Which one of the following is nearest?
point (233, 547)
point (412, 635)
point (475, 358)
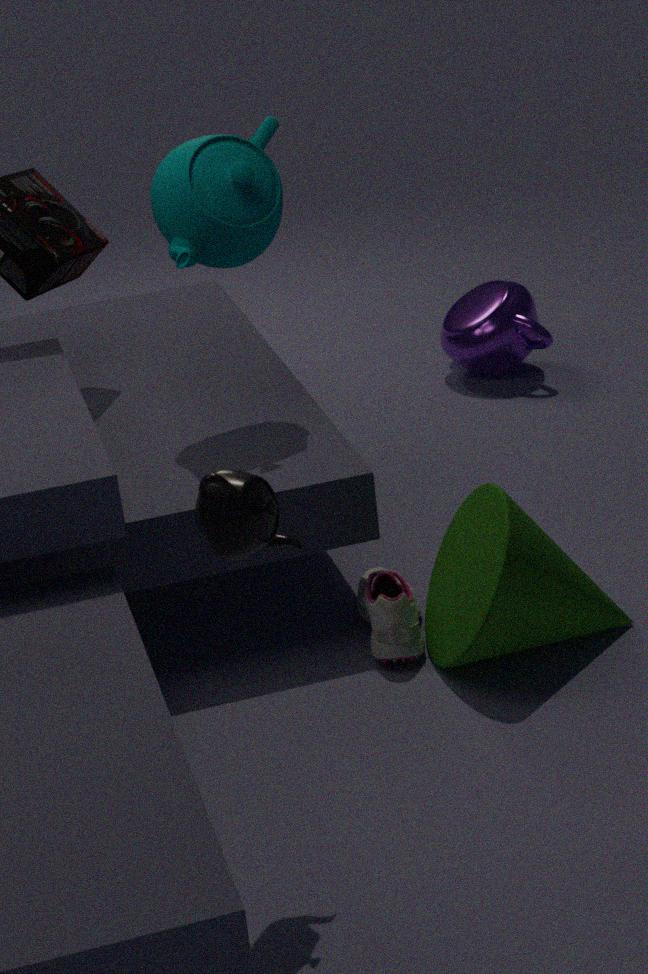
point (233, 547)
